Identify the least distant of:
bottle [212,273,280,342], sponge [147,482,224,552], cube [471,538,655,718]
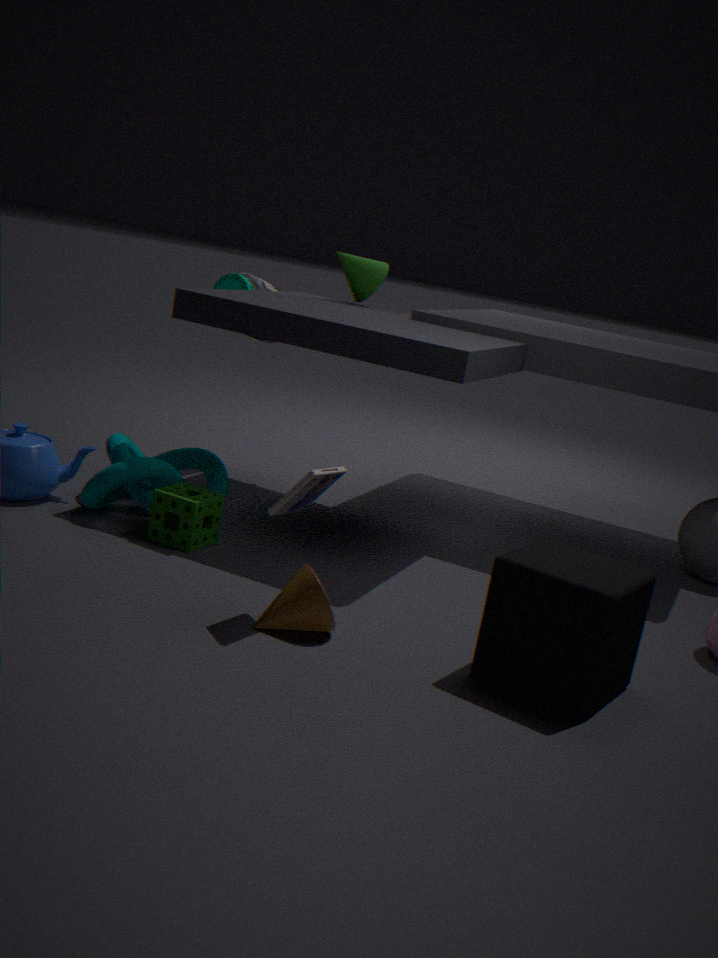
cube [471,538,655,718]
